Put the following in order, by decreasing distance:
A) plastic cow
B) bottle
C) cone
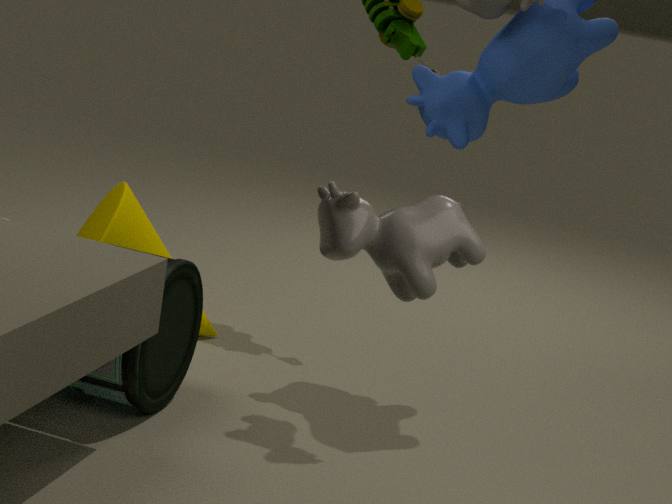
cone, bottle, plastic cow
